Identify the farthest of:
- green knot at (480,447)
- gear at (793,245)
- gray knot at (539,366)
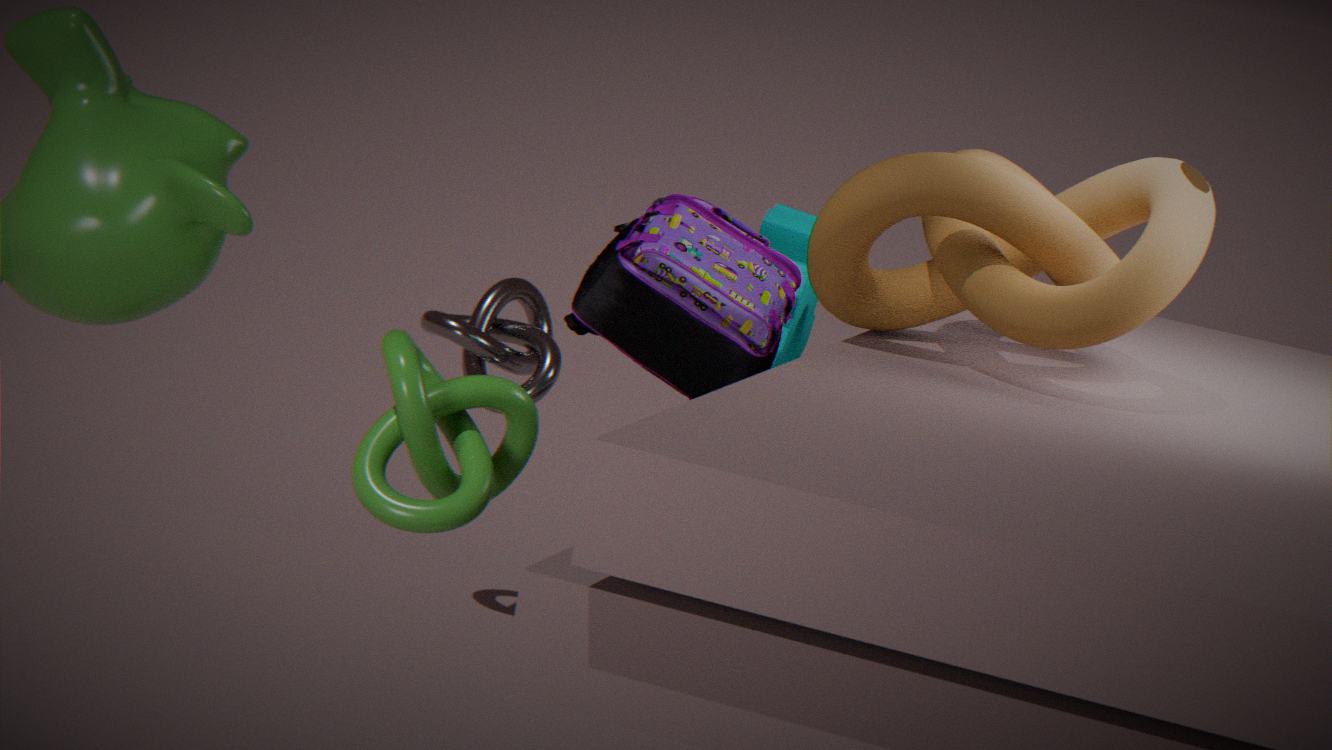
gray knot at (539,366)
